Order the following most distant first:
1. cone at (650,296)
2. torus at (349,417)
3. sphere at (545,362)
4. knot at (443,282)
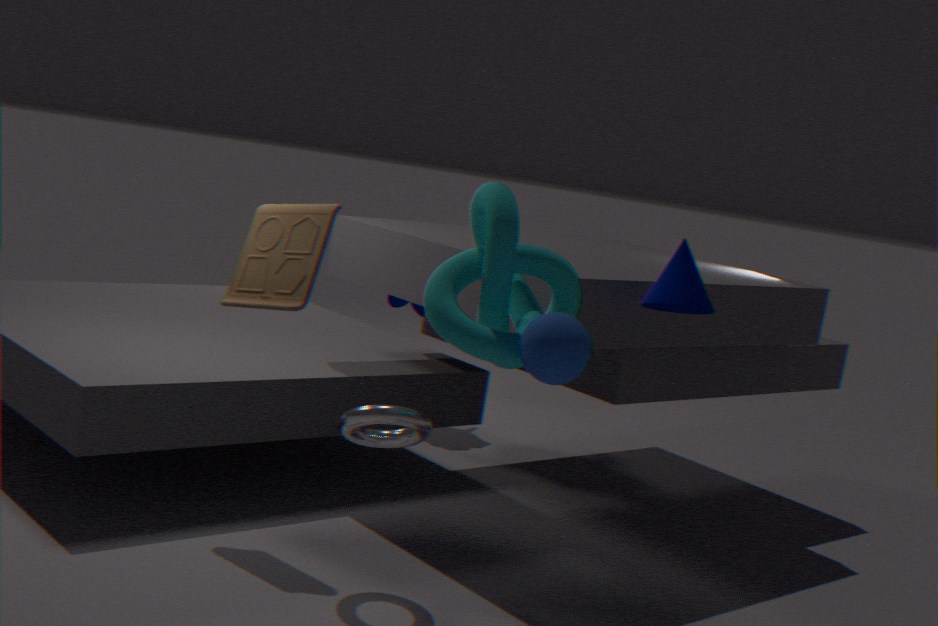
cone at (650,296) < torus at (349,417) < knot at (443,282) < sphere at (545,362)
